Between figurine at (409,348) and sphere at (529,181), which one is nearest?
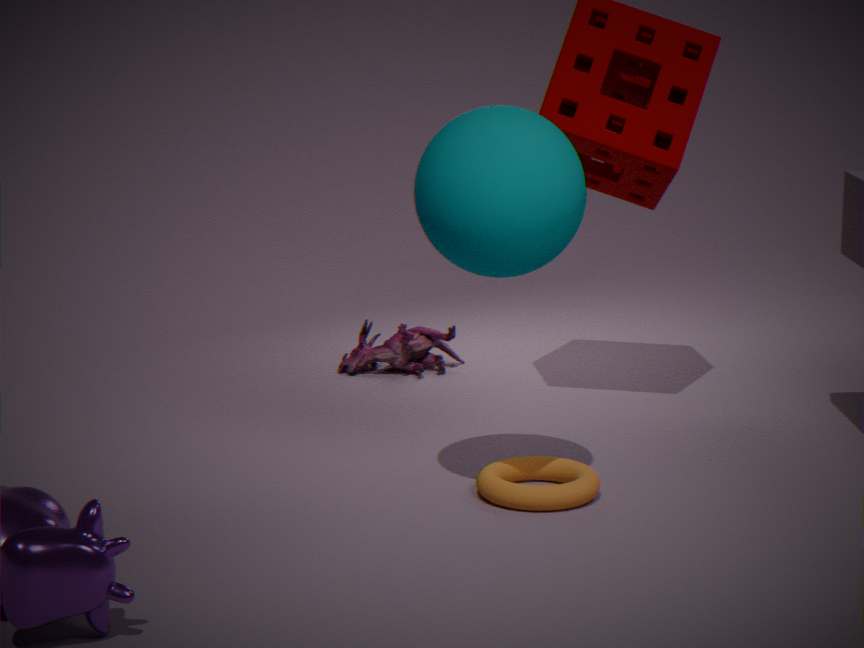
sphere at (529,181)
